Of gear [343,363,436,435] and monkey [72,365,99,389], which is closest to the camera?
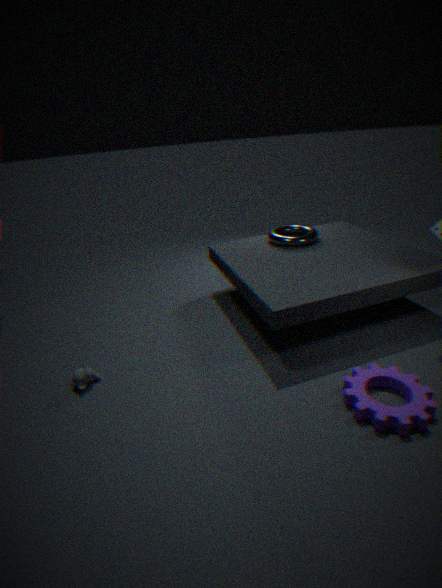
gear [343,363,436,435]
